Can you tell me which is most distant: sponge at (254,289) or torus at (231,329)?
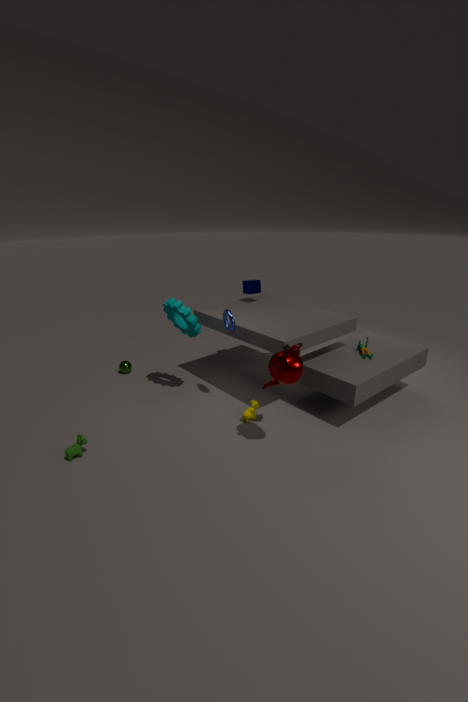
sponge at (254,289)
